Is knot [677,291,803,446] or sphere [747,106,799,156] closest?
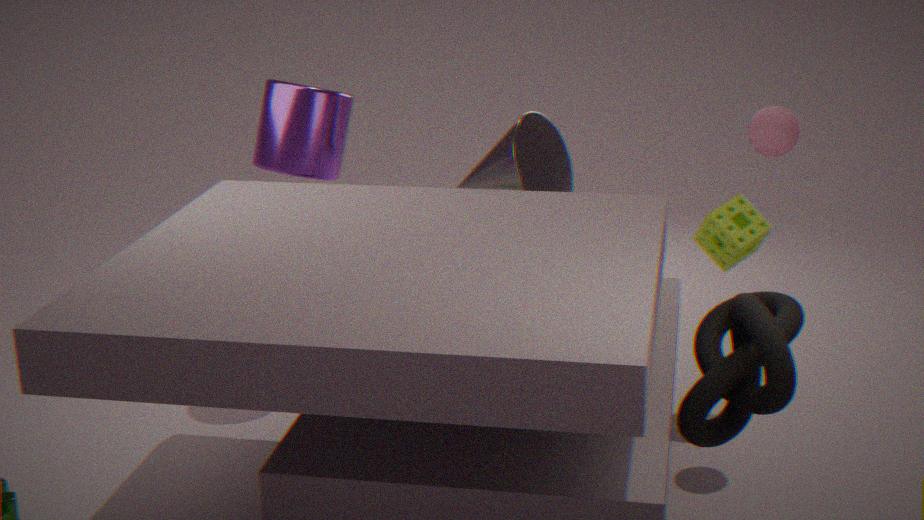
knot [677,291,803,446]
